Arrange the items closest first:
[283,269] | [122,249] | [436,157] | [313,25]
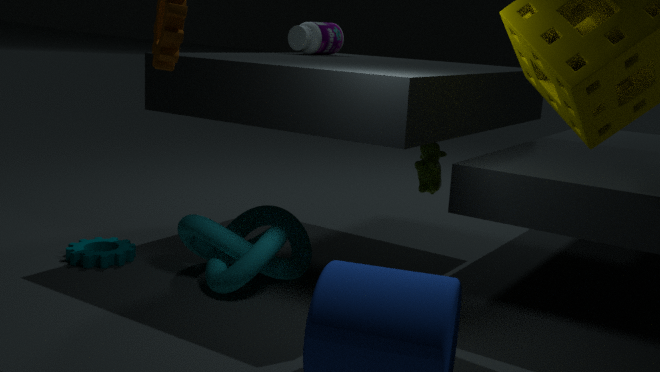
1. [283,269]
2. [122,249]
3. [436,157]
4. [313,25]
